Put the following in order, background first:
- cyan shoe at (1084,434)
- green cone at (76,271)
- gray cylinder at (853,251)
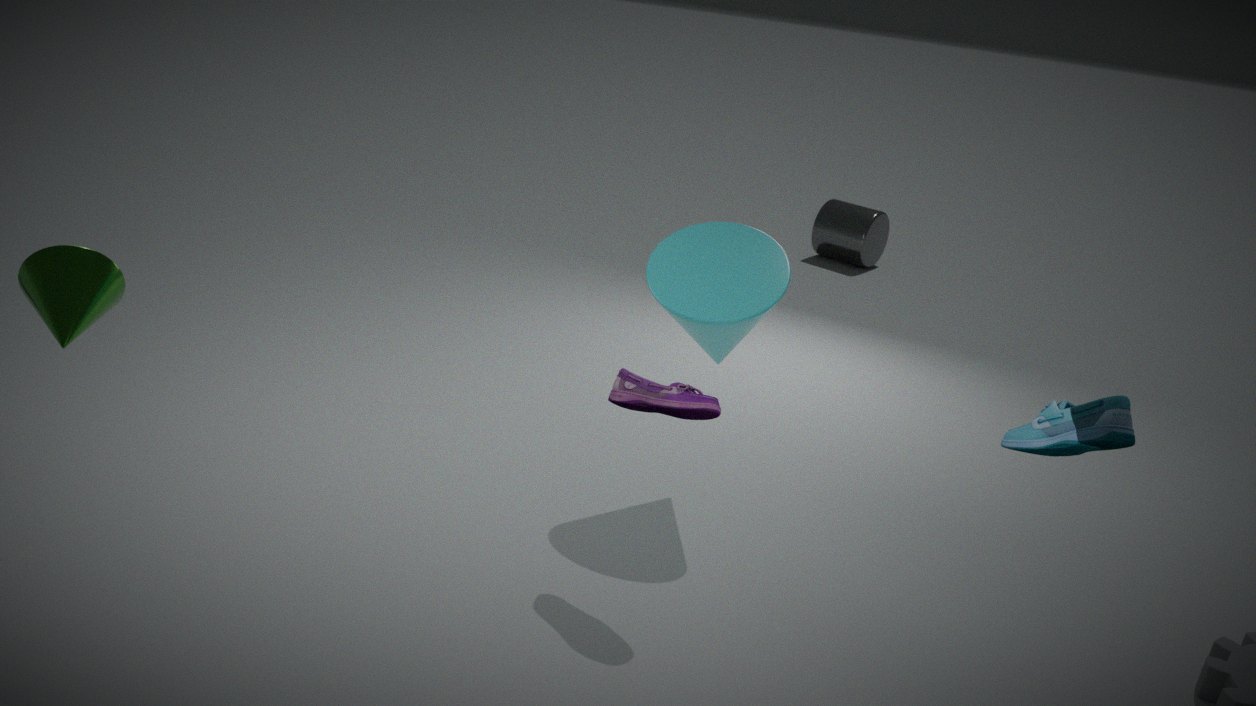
gray cylinder at (853,251), green cone at (76,271), cyan shoe at (1084,434)
